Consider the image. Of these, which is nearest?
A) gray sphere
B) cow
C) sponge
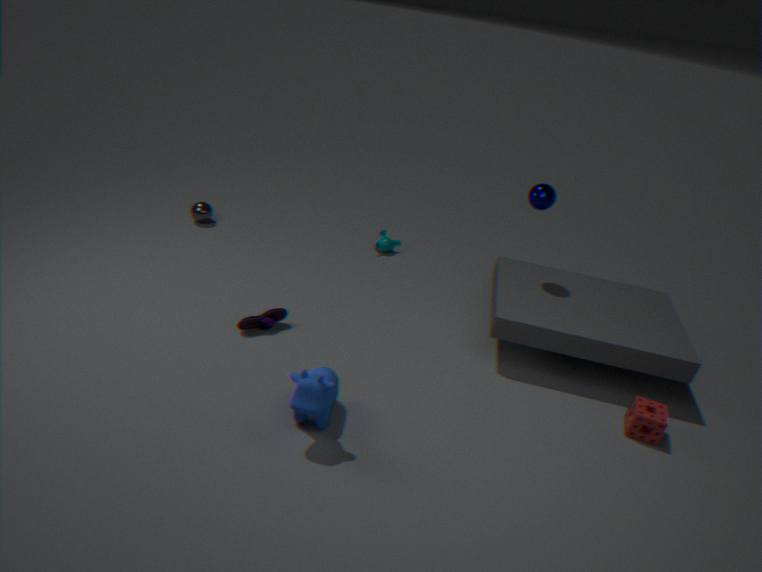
cow
